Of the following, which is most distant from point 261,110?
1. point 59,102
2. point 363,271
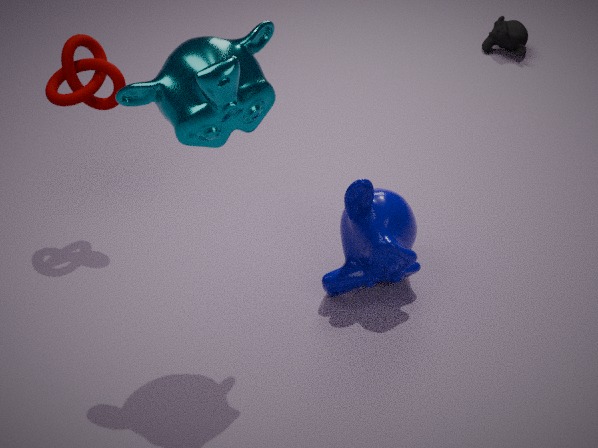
point 363,271
